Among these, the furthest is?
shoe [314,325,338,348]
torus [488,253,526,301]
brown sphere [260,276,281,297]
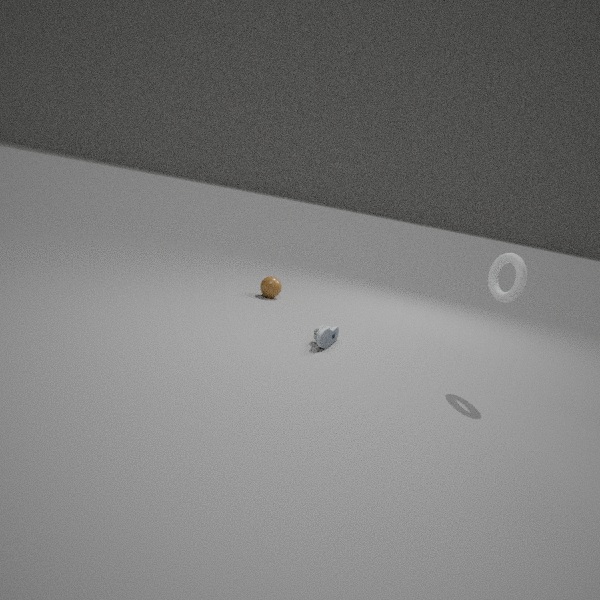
brown sphere [260,276,281,297]
